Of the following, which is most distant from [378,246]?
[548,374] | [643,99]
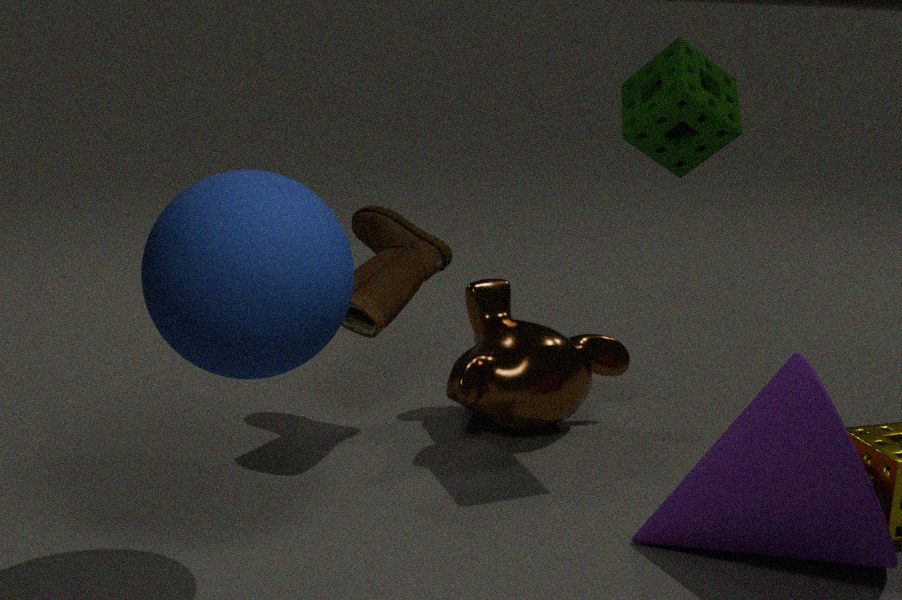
[643,99]
